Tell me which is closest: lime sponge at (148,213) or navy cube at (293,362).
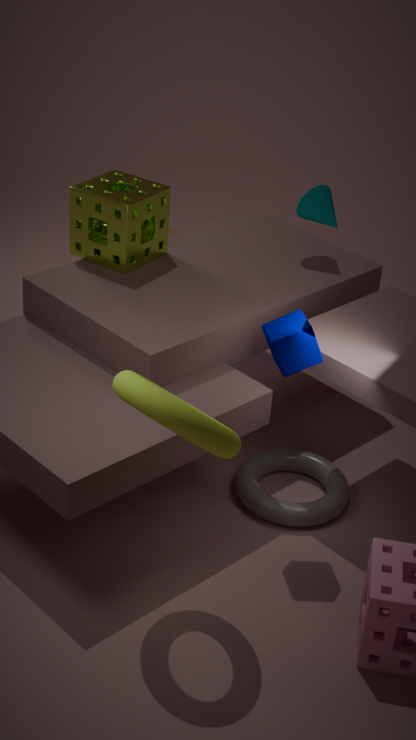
navy cube at (293,362)
